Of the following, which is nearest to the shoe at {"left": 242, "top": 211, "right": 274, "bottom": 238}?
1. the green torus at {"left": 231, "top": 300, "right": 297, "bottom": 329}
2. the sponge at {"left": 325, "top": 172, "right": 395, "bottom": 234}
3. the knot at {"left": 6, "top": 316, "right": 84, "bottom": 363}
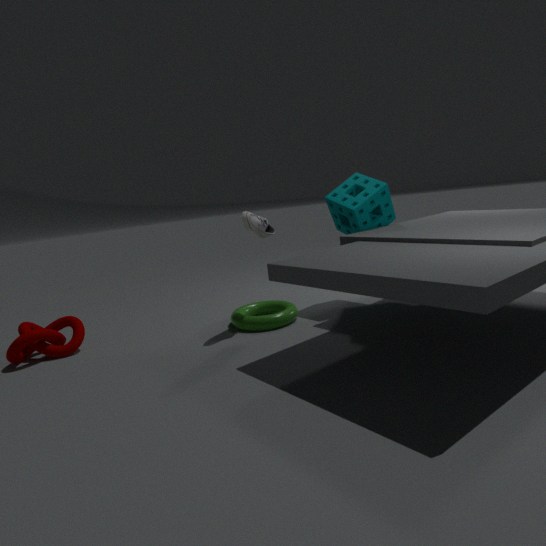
the sponge at {"left": 325, "top": 172, "right": 395, "bottom": 234}
